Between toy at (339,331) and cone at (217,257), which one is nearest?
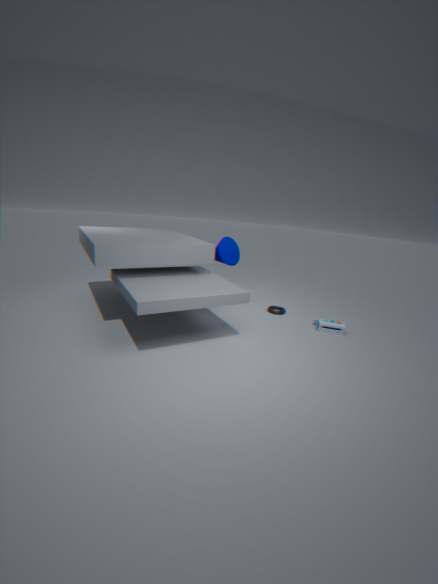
toy at (339,331)
